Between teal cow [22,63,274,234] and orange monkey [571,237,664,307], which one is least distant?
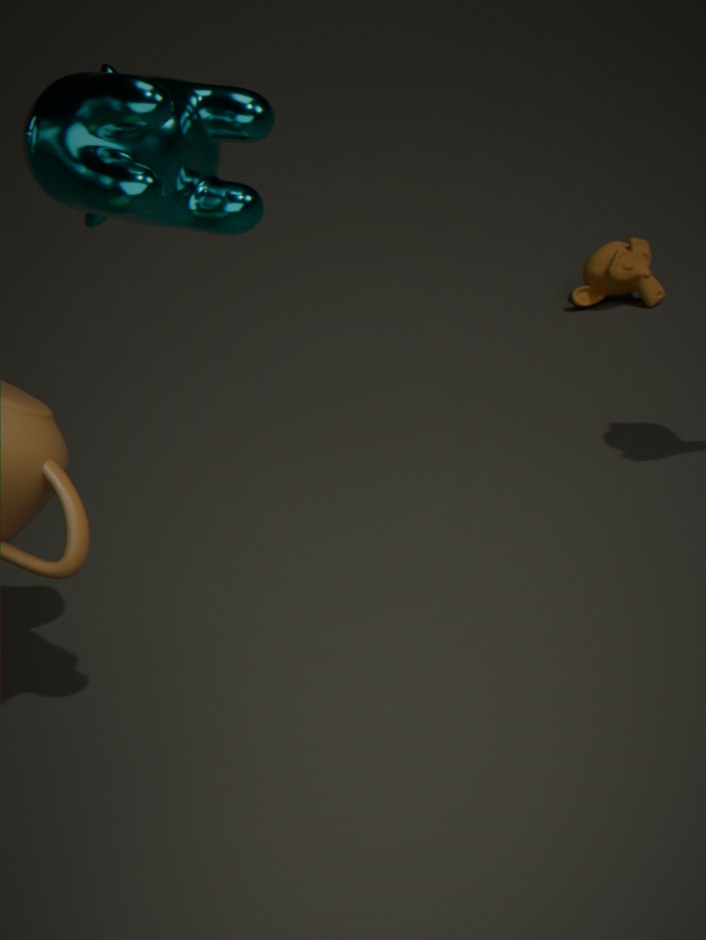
teal cow [22,63,274,234]
